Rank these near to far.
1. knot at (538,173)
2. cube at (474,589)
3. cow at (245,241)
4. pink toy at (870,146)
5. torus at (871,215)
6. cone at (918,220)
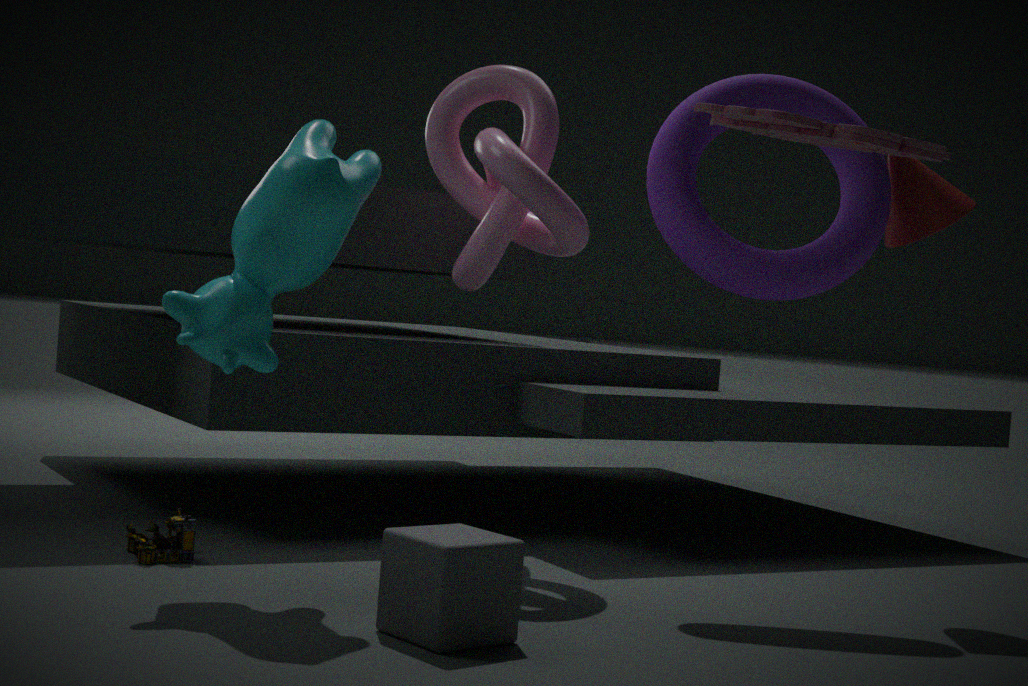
pink toy at (870,146)
cube at (474,589)
cow at (245,241)
torus at (871,215)
knot at (538,173)
cone at (918,220)
